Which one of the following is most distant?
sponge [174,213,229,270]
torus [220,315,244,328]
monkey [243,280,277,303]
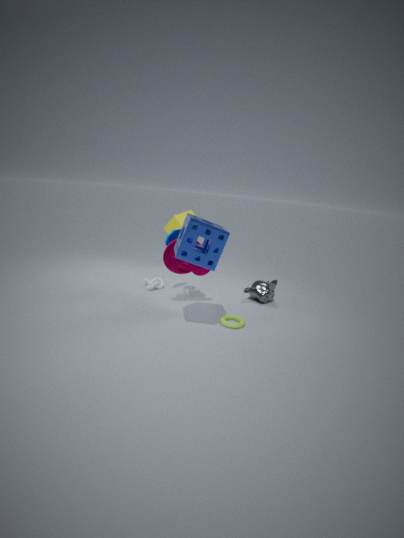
monkey [243,280,277,303]
